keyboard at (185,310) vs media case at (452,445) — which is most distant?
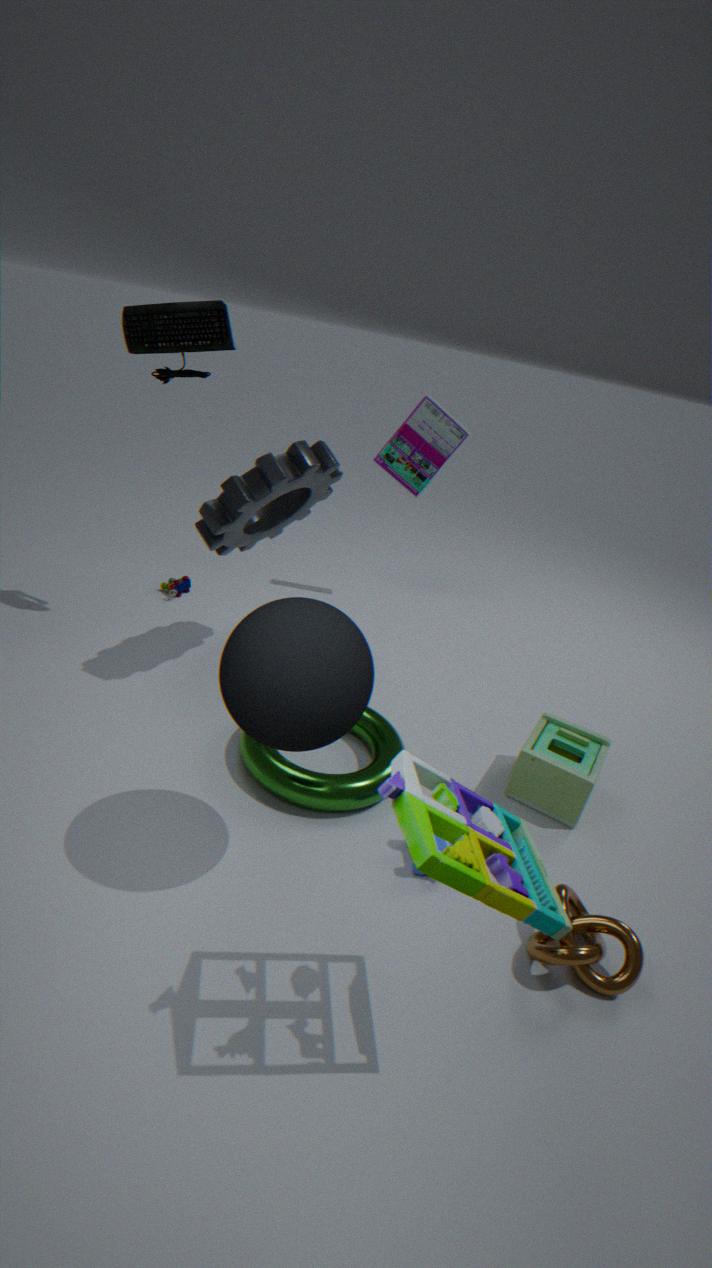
media case at (452,445)
